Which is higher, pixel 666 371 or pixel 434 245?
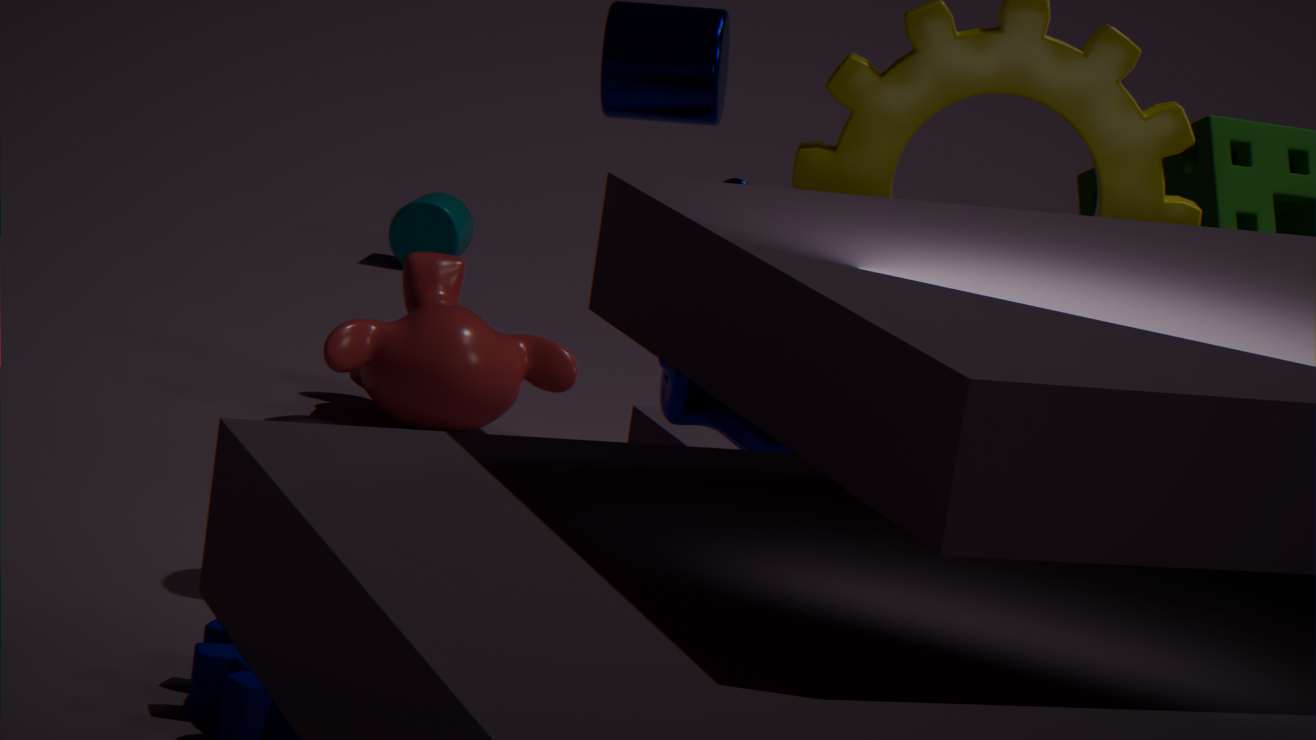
pixel 666 371
